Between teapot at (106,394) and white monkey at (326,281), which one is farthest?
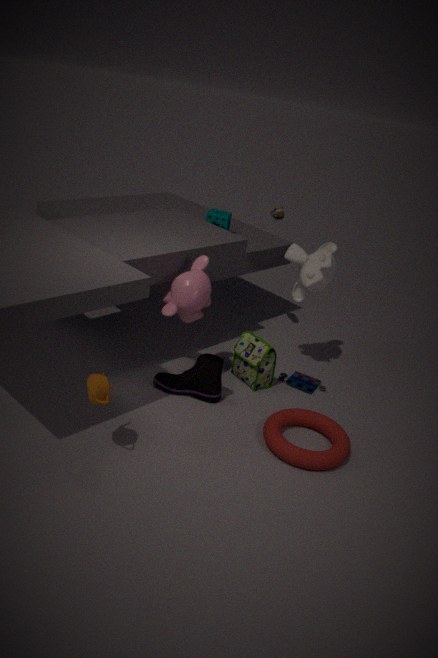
white monkey at (326,281)
